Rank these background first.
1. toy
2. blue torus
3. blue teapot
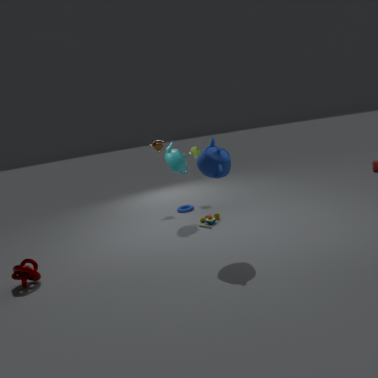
blue torus → toy → blue teapot
